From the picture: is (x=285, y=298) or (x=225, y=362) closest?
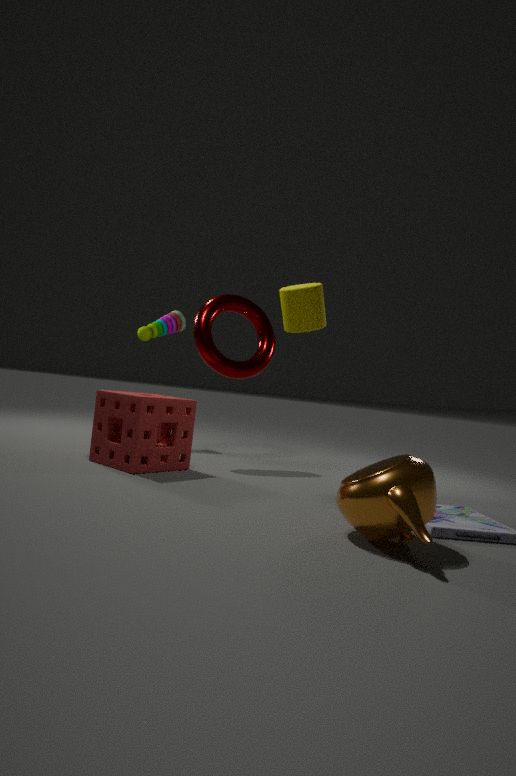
(x=285, y=298)
